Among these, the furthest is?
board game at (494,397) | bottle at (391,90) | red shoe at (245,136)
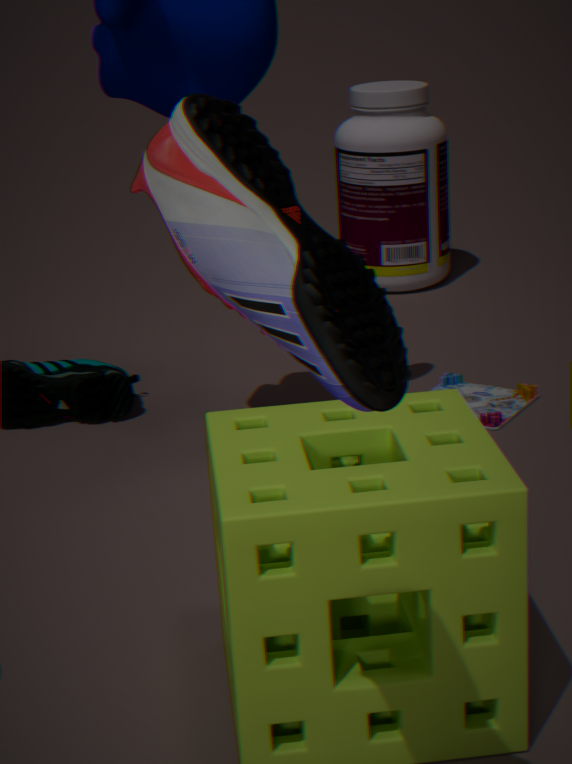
bottle at (391,90)
